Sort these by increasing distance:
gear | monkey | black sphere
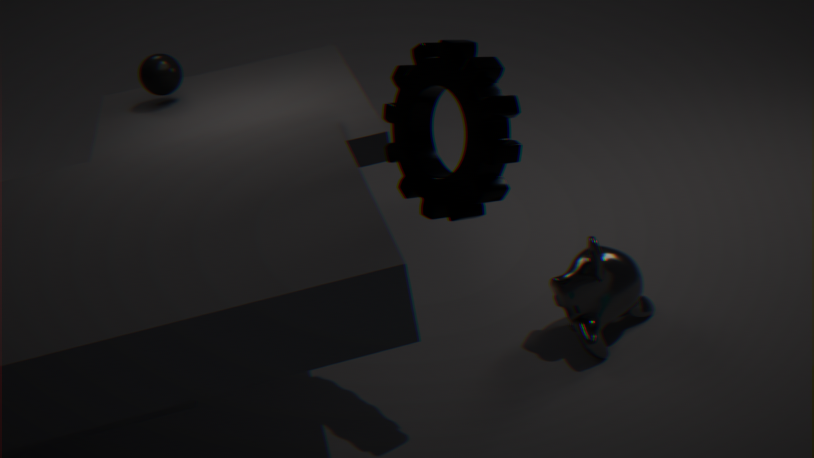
1. gear
2. monkey
3. black sphere
